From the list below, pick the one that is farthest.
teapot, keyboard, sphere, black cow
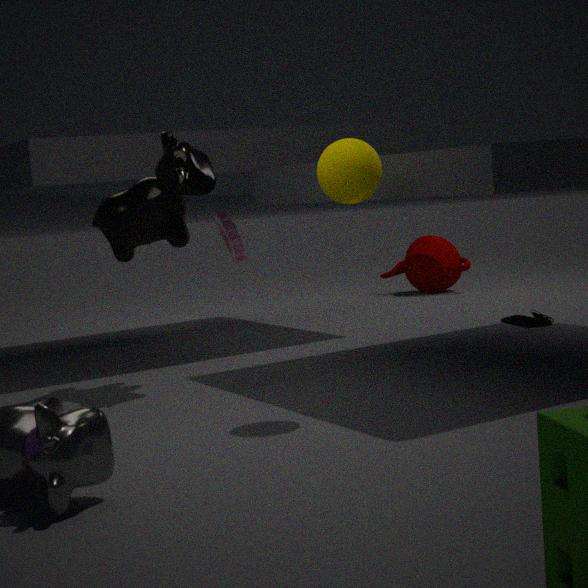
teapot
